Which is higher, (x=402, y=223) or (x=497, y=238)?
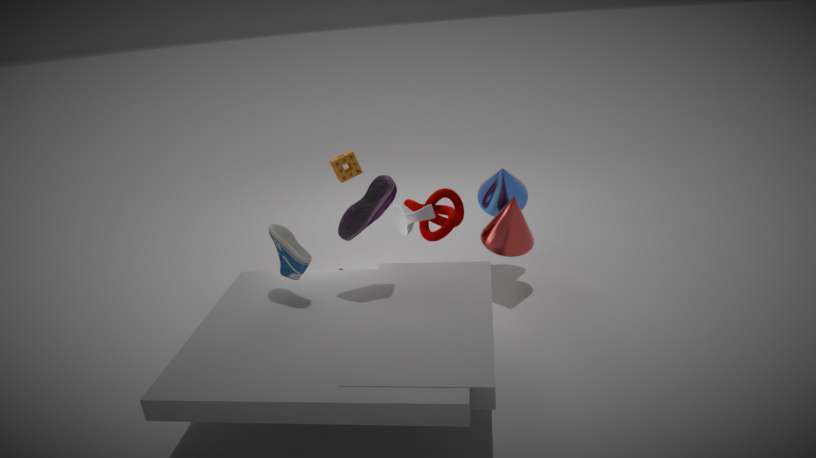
(x=402, y=223)
